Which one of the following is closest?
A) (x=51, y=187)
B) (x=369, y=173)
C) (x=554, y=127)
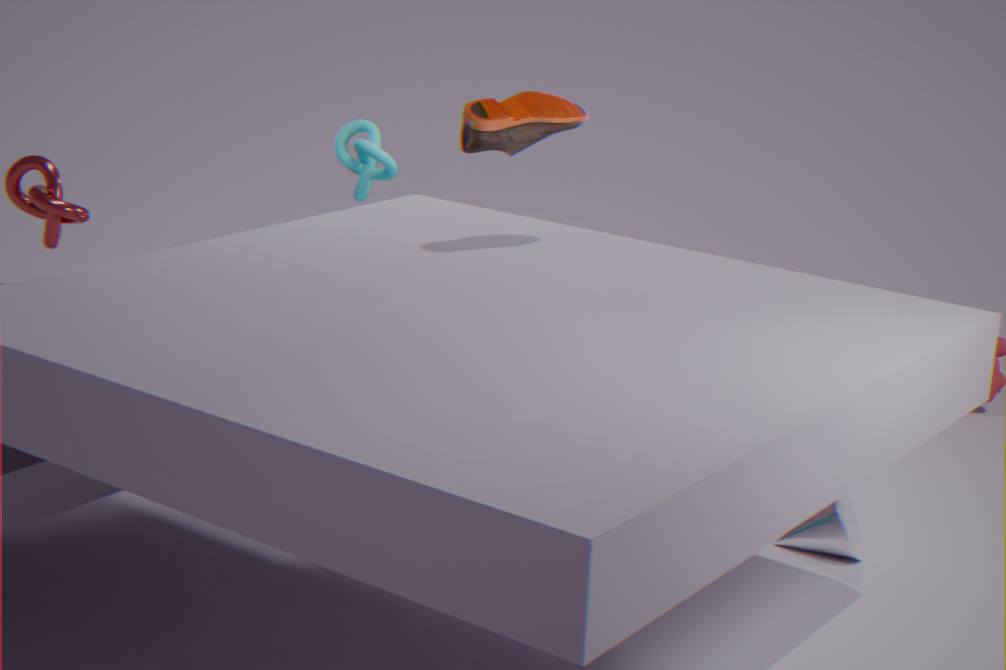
(x=554, y=127)
